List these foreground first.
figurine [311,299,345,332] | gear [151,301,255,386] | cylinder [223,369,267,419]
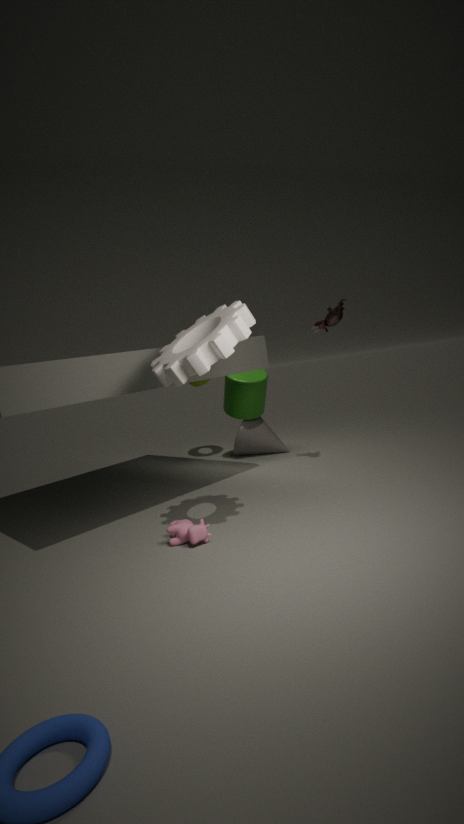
gear [151,301,255,386] → figurine [311,299,345,332] → cylinder [223,369,267,419]
